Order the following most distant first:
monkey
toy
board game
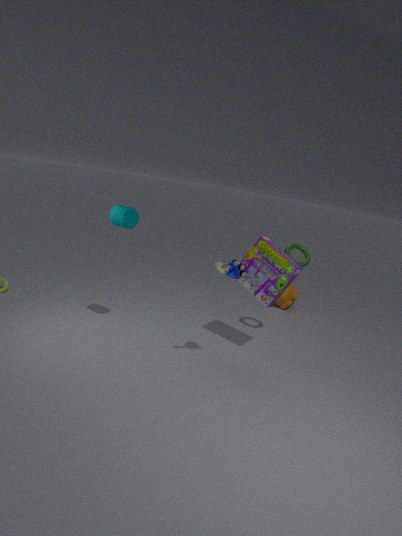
monkey
board game
toy
